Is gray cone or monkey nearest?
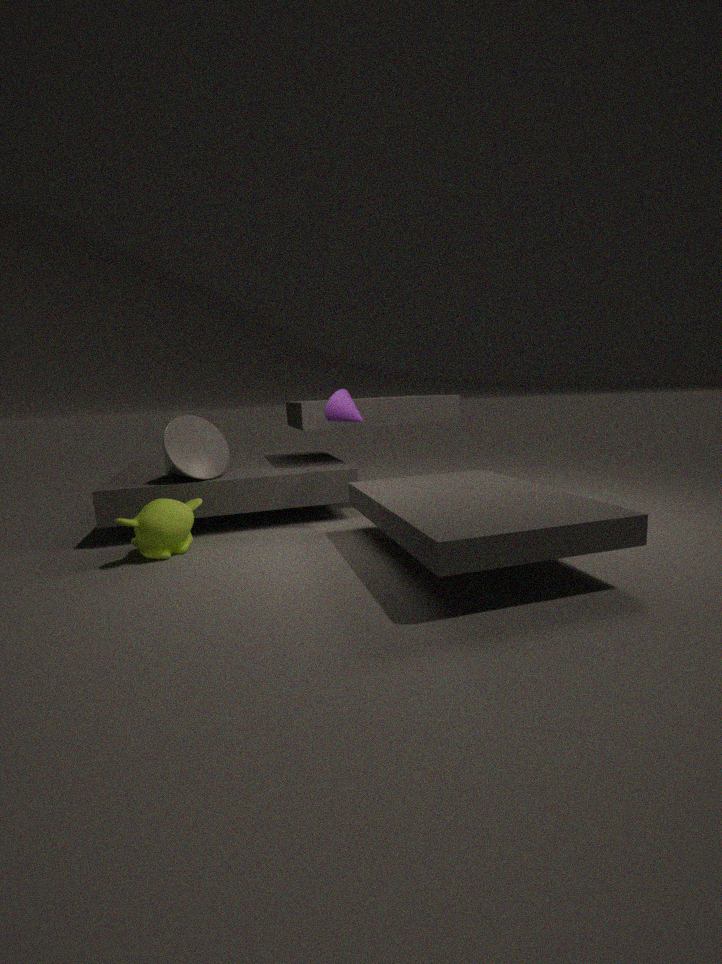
monkey
